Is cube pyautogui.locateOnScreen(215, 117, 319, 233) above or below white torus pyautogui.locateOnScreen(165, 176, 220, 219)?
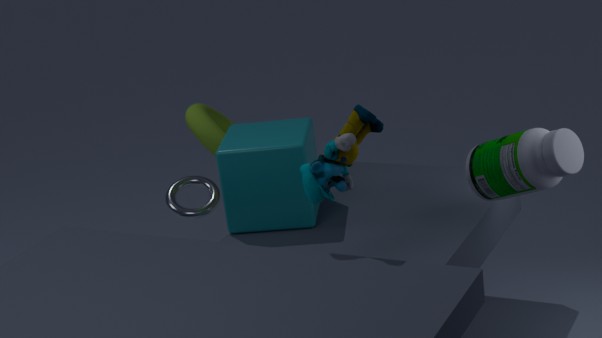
above
